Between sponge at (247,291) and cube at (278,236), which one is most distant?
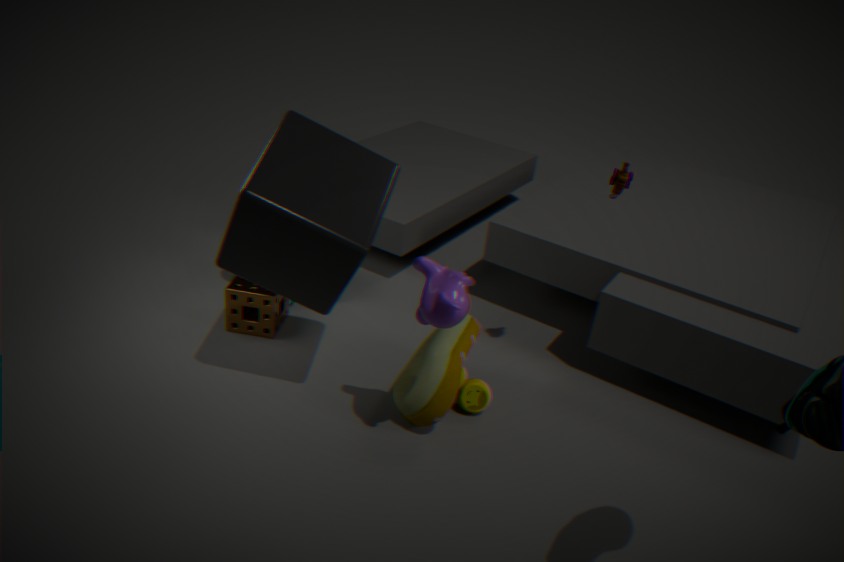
sponge at (247,291)
